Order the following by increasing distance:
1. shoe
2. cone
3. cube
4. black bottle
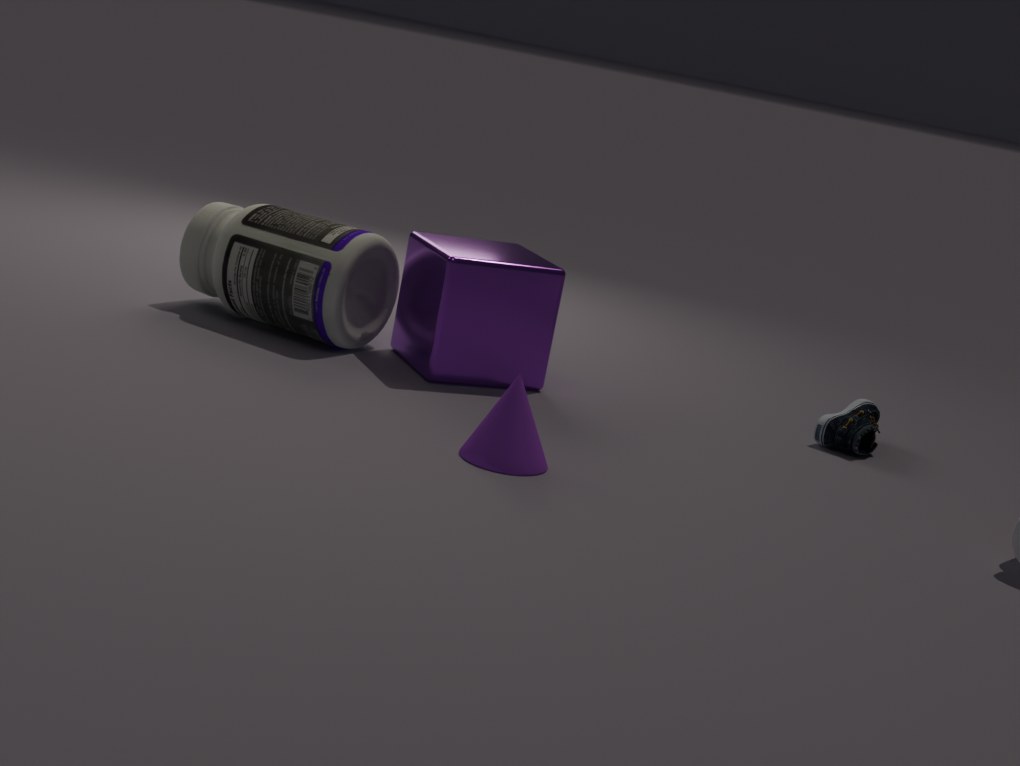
cone
cube
black bottle
shoe
